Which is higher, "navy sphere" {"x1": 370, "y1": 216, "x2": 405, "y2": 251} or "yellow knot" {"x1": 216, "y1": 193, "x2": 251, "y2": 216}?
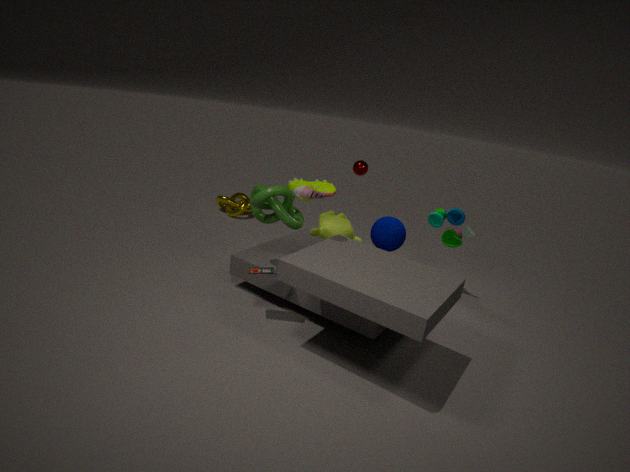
"navy sphere" {"x1": 370, "y1": 216, "x2": 405, "y2": 251}
